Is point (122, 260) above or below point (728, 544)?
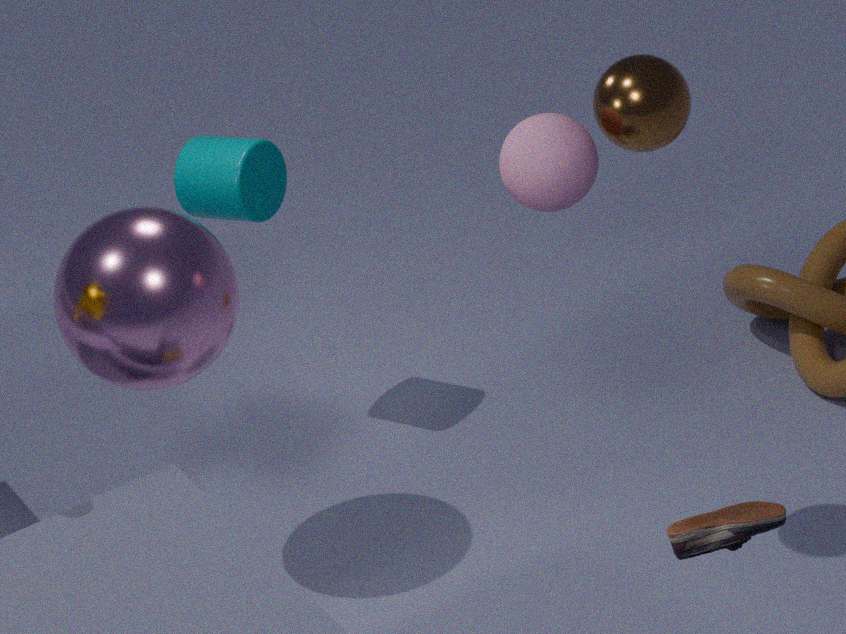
below
